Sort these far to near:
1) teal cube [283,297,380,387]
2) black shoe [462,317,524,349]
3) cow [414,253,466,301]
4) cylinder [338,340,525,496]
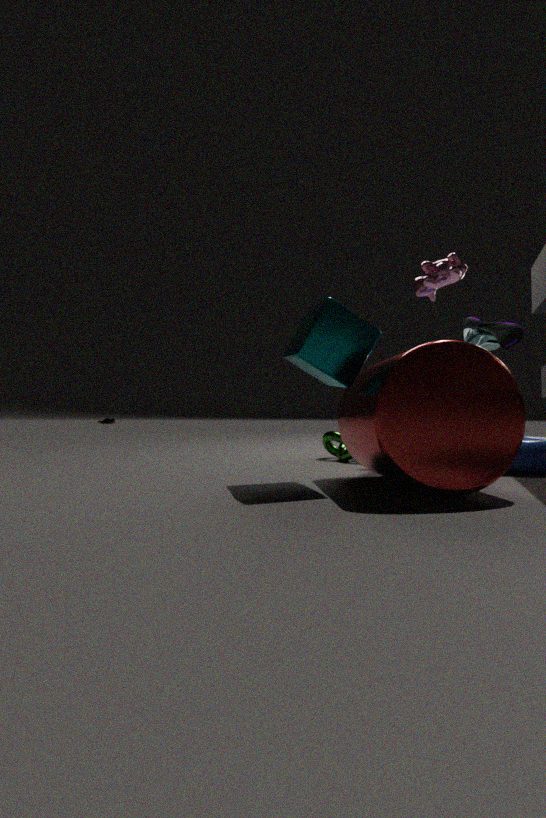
2. black shoe [462,317,524,349], 3. cow [414,253,466,301], 1. teal cube [283,297,380,387], 4. cylinder [338,340,525,496]
